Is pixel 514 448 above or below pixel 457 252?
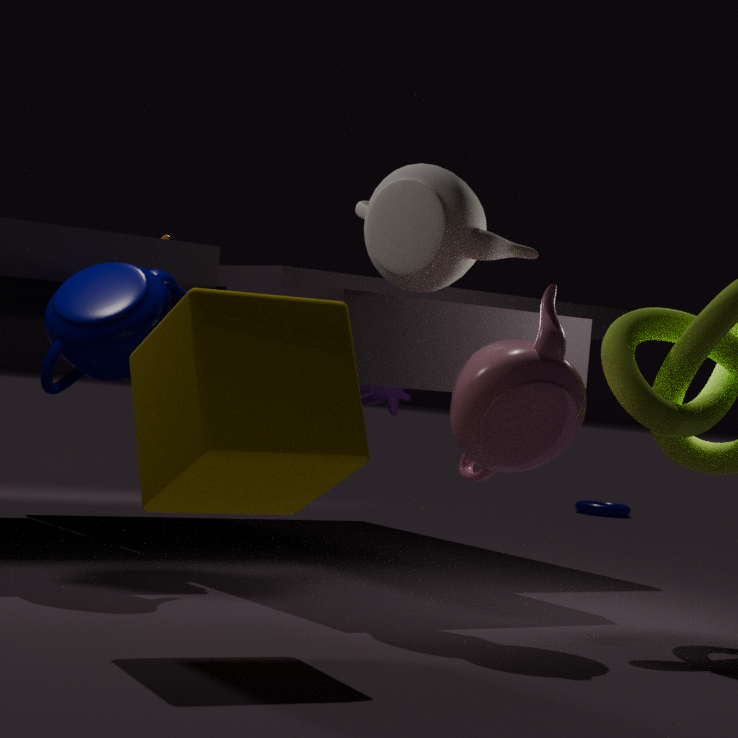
below
